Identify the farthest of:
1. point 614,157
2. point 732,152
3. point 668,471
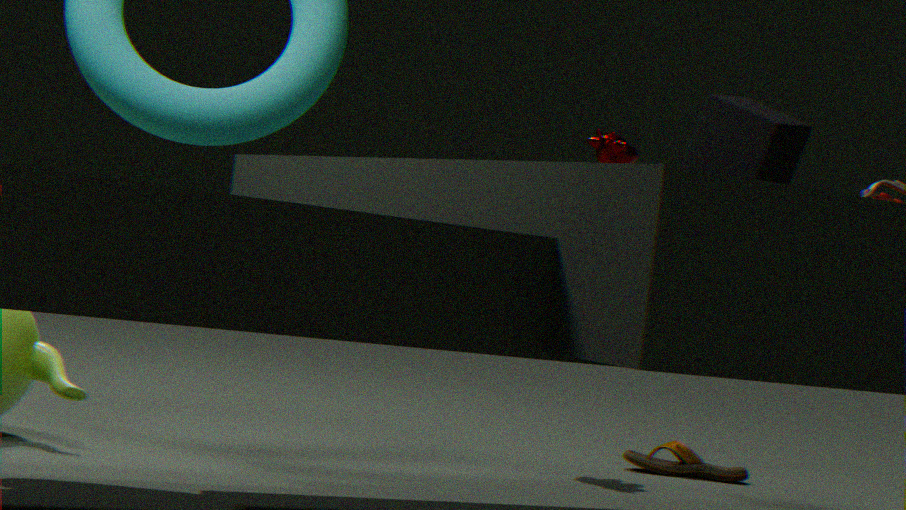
point 668,471
